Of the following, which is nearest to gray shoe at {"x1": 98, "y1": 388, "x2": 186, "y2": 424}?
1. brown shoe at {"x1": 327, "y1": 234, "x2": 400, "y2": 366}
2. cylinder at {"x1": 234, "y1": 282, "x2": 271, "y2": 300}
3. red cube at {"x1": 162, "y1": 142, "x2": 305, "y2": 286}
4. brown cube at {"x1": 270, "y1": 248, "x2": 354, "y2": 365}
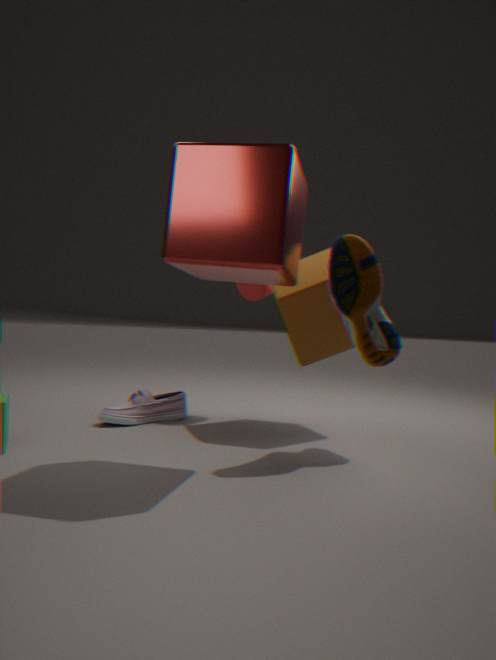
cylinder at {"x1": 234, "y1": 282, "x2": 271, "y2": 300}
